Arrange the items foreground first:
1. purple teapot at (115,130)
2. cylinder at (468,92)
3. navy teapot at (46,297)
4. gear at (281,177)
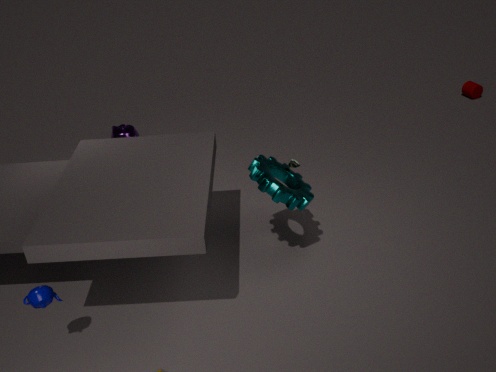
navy teapot at (46,297) → gear at (281,177) → purple teapot at (115,130) → cylinder at (468,92)
